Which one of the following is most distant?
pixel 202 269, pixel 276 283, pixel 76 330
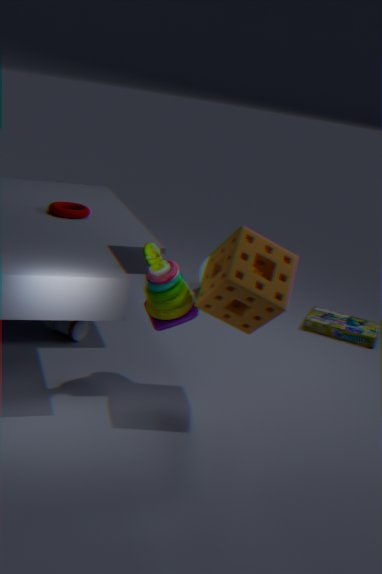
pixel 202 269
